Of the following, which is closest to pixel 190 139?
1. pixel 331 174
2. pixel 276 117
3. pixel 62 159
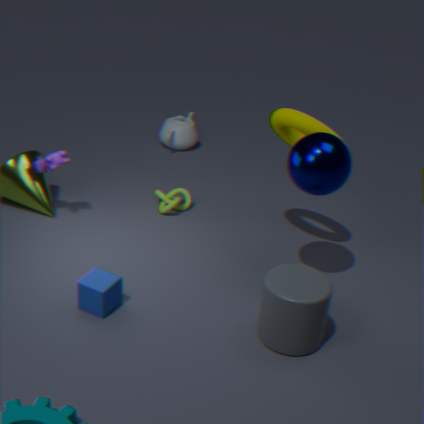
pixel 62 159
